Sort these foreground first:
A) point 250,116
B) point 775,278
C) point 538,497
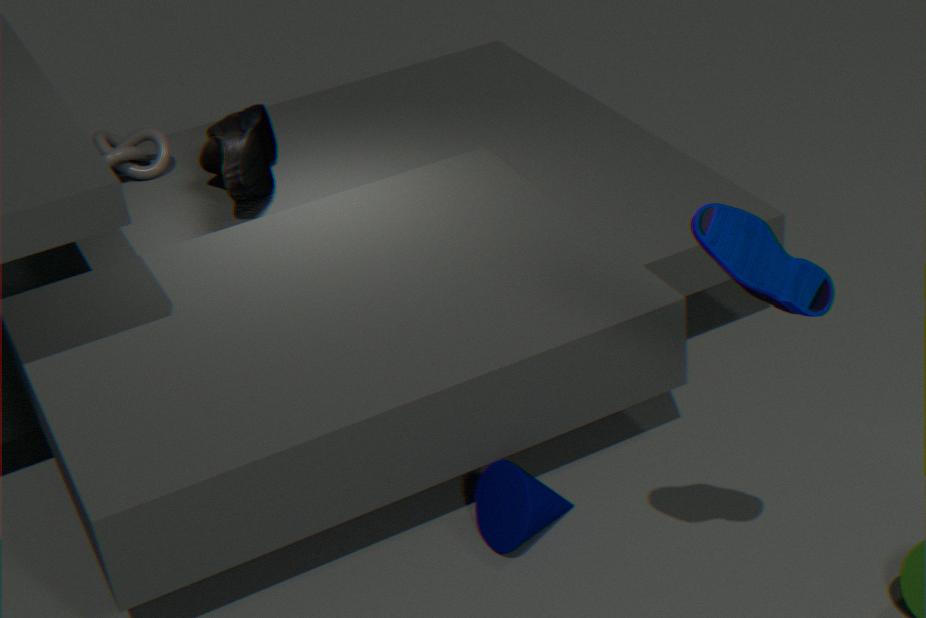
point 775,278 < point 538,497 < point 250,116
